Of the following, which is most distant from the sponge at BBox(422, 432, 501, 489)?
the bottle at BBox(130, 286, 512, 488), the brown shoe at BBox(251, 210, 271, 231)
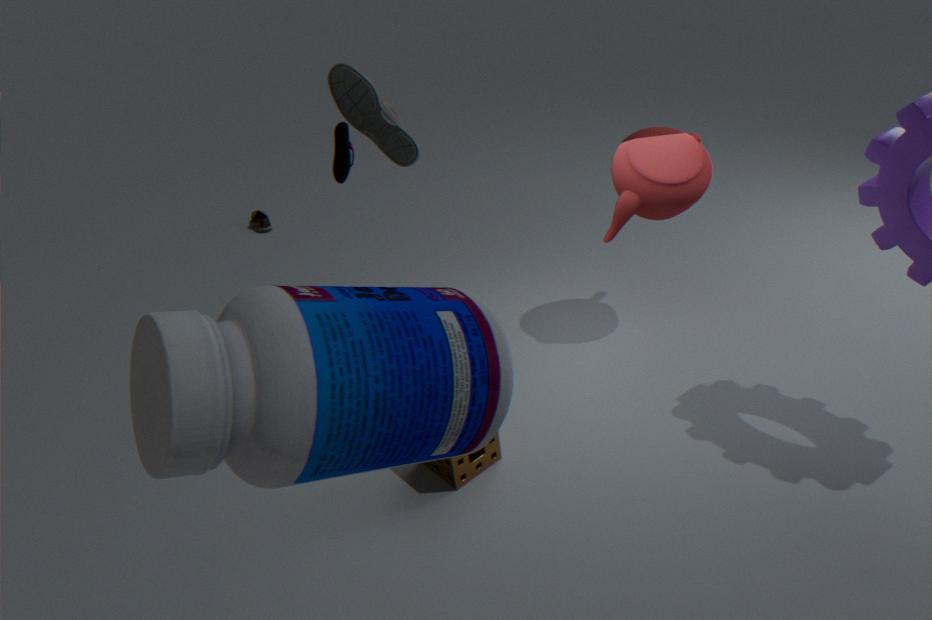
the brown shoe at BBox(251, 210, 271, 231)
